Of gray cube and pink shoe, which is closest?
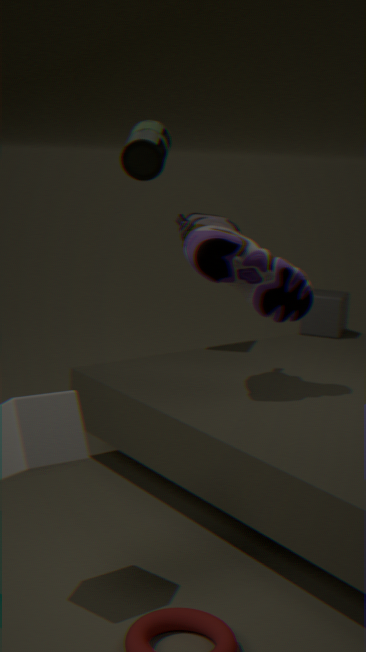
pink shoe
